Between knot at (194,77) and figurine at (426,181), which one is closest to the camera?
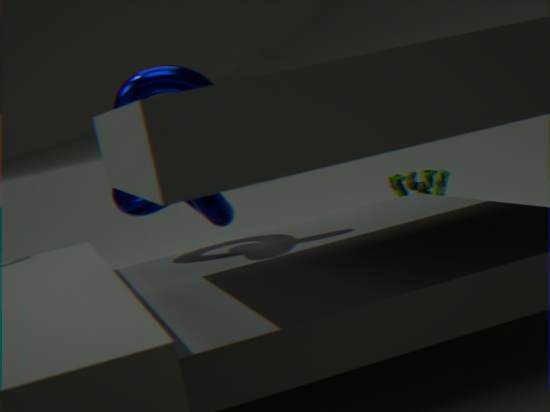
knot at (194,77)
